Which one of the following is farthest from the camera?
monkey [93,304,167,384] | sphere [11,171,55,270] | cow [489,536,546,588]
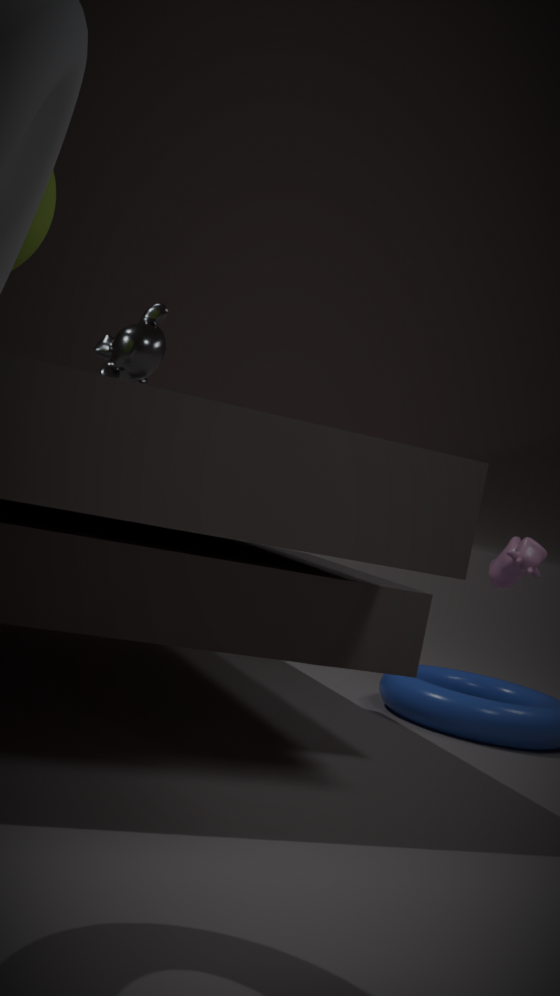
cow [489,536,546,588]
